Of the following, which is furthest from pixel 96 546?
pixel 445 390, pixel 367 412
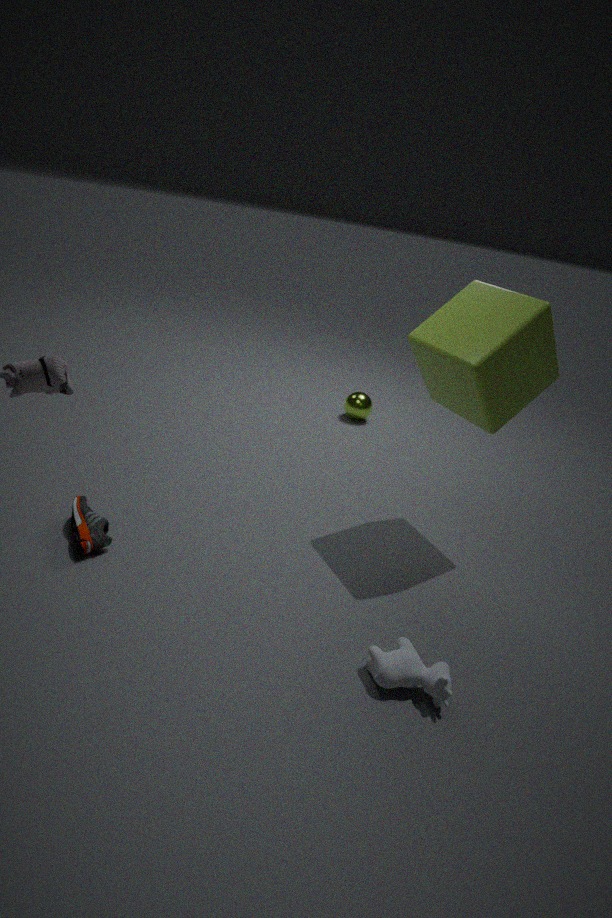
pixel 367 412
